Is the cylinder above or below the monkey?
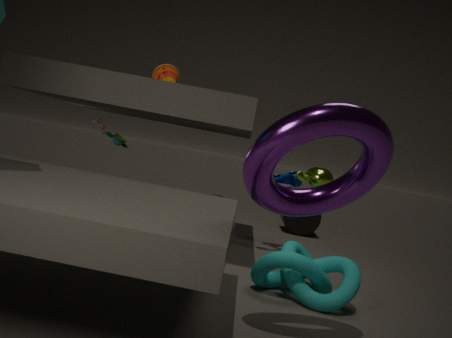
below
